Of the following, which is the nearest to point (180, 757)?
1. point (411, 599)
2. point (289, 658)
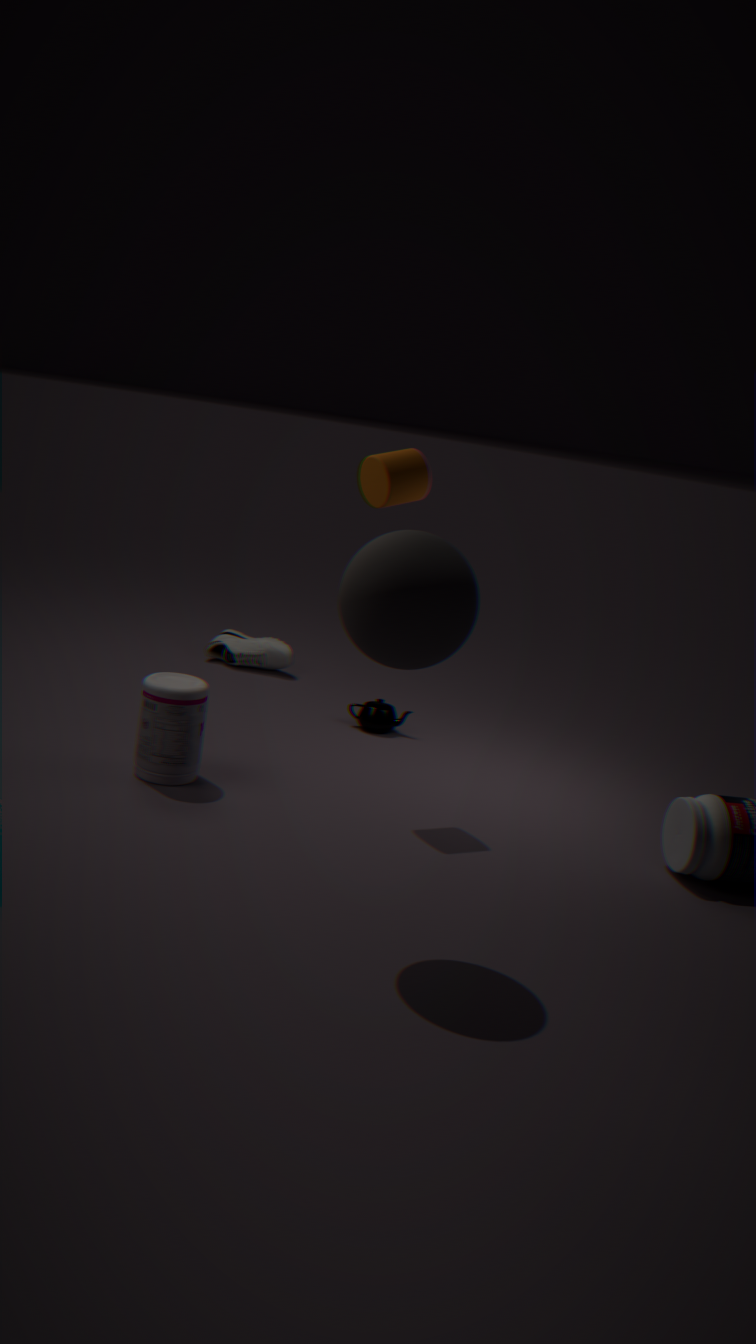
point (411, 599)
